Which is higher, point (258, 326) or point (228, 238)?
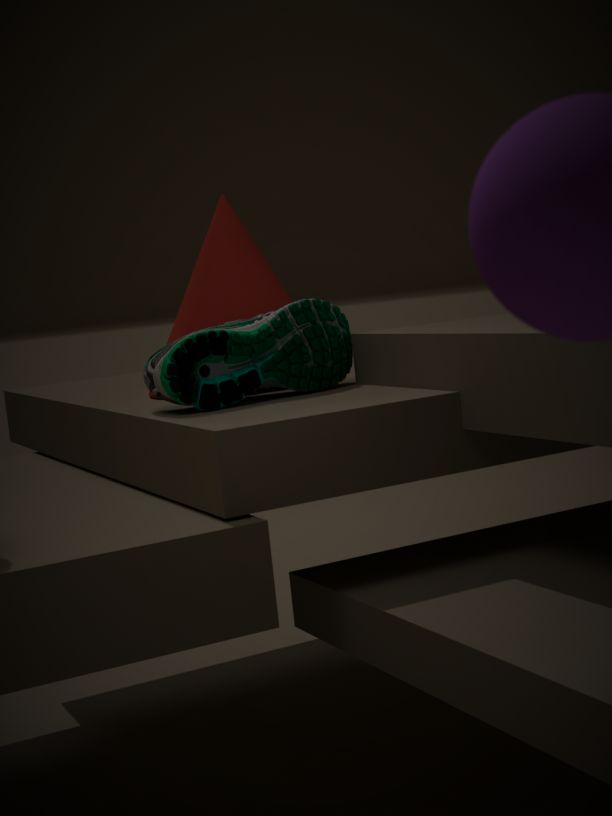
point (228, 238)
